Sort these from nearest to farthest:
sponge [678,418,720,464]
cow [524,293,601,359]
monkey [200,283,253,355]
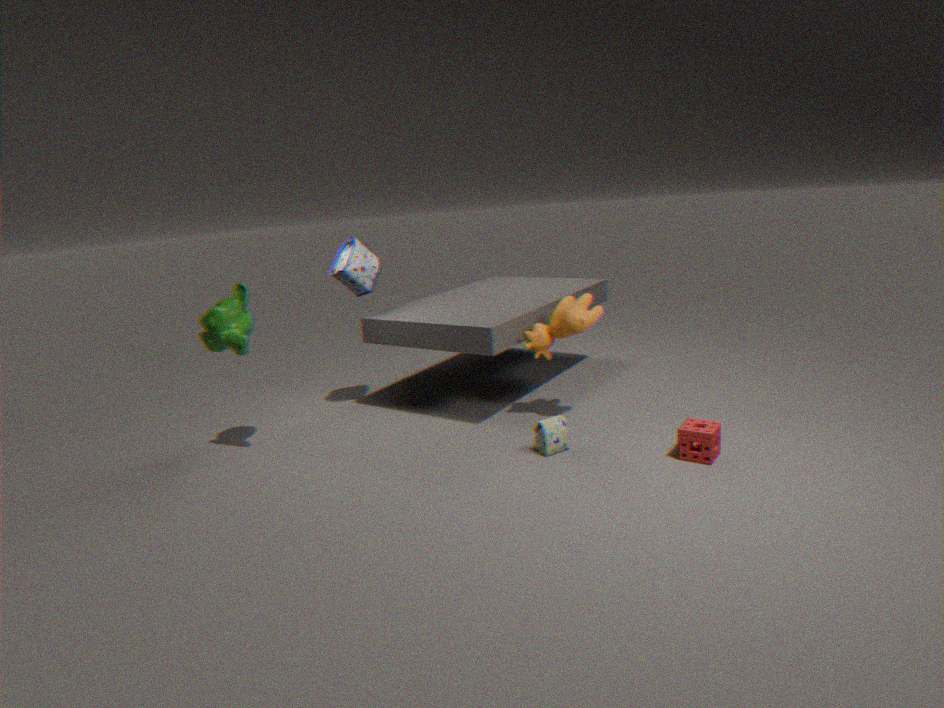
sponge [678,418,720,464]
monkey [200,283,253,355]
cow [524,293,601,359]
